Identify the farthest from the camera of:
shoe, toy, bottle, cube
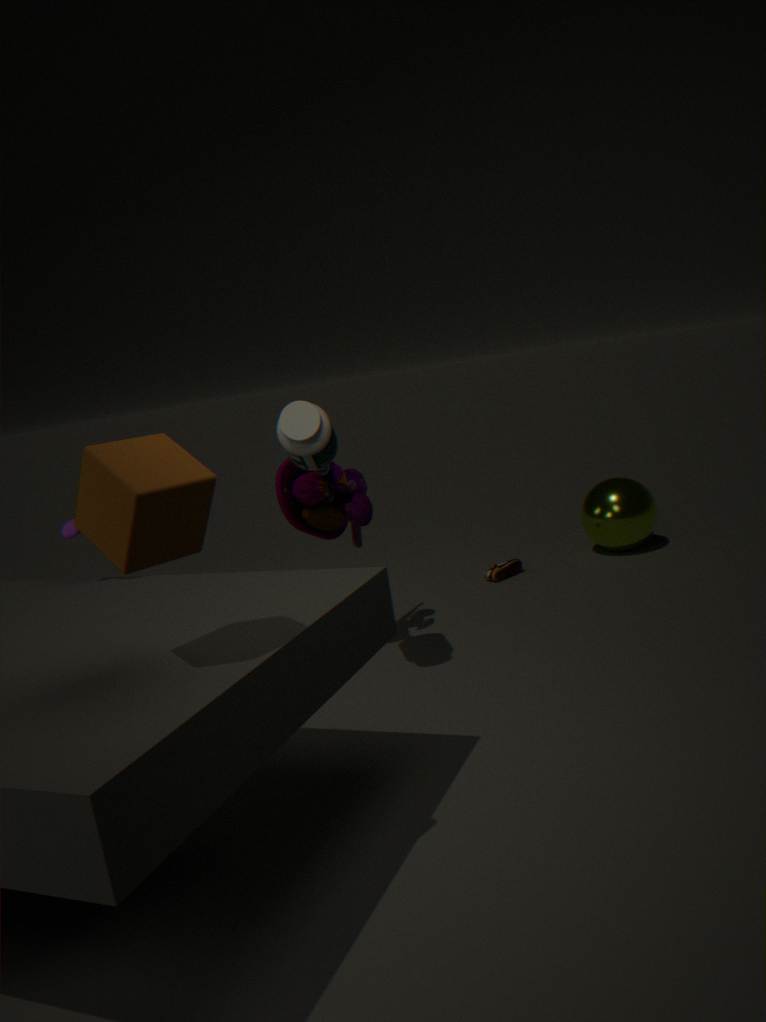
shoe
